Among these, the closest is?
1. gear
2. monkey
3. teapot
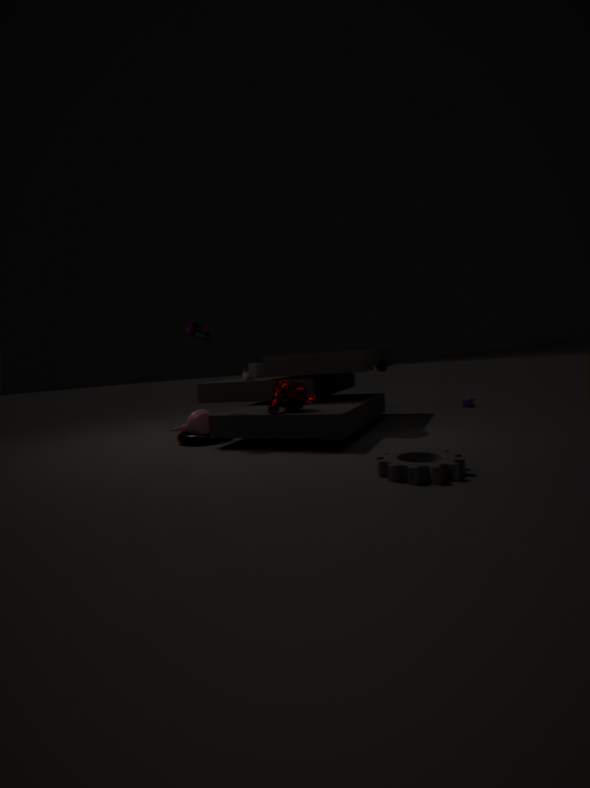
gear
